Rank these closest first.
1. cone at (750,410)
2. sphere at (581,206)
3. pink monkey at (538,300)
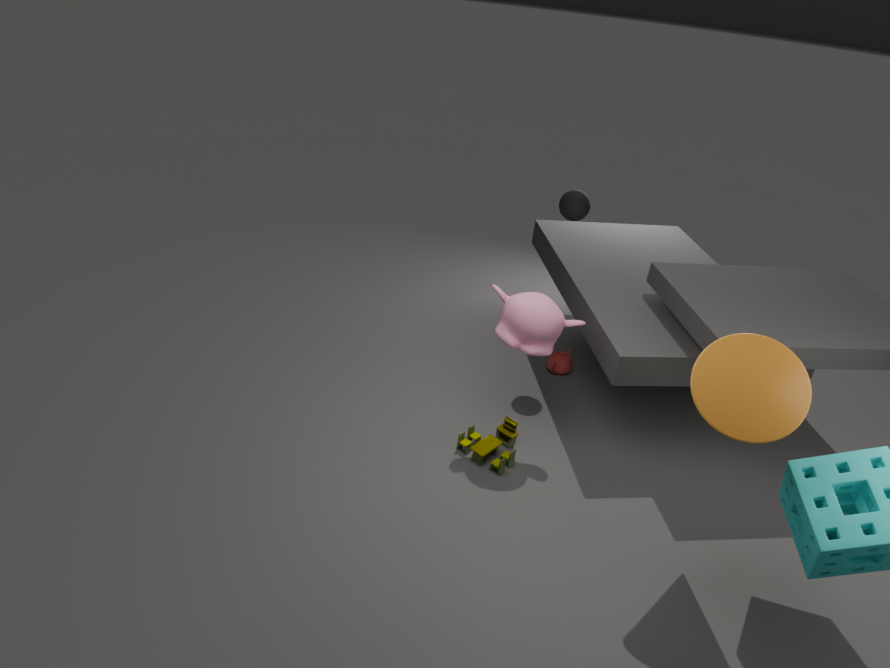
cone at (750,410)
pink monkey at (538,300)
sphere at (581,206)
